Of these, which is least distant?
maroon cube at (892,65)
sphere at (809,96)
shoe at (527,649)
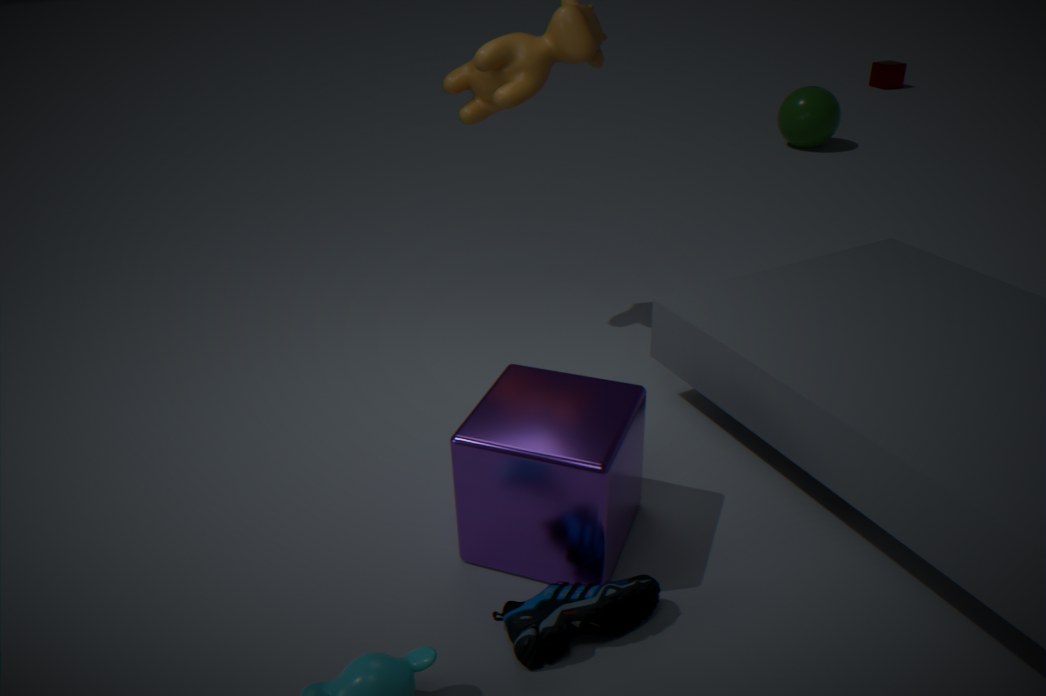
shoe at (527,649)
